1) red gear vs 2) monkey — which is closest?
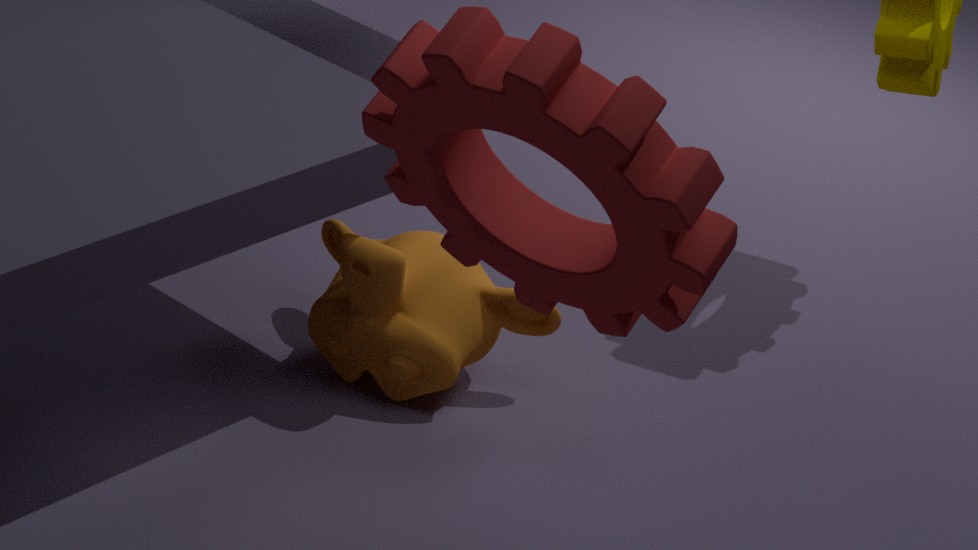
1. red gear
